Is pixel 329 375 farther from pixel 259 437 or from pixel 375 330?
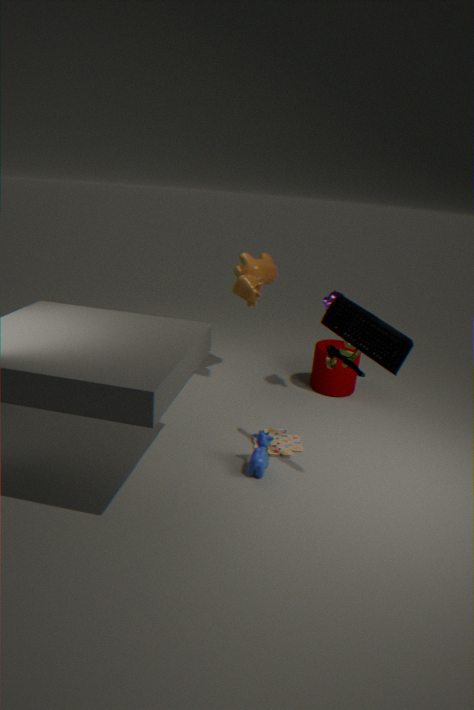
pixel 375 330
